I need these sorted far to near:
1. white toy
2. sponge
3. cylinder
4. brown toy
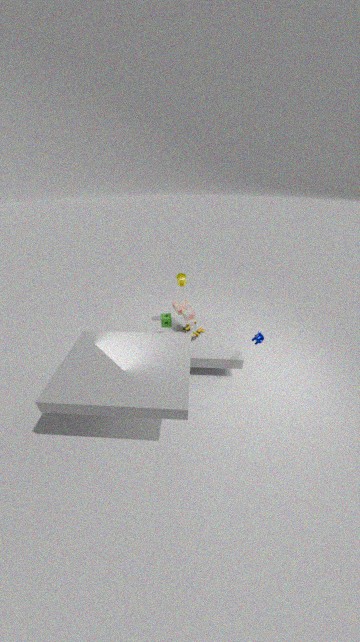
cylinder, sponge, brown toy, white toy
